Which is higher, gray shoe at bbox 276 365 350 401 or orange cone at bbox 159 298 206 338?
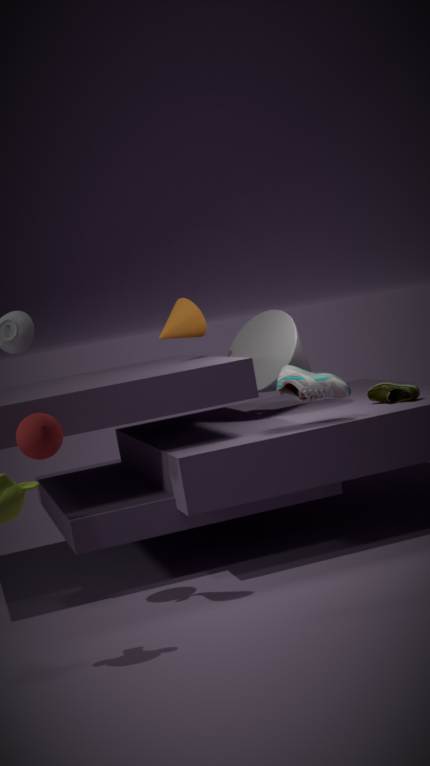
orange cone at bbox 159 298 206 338
